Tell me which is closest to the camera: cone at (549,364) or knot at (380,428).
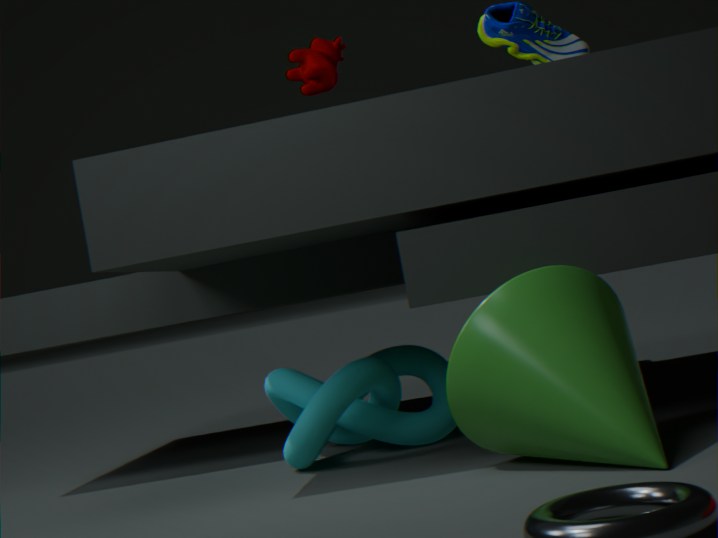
cone at (549,364)
